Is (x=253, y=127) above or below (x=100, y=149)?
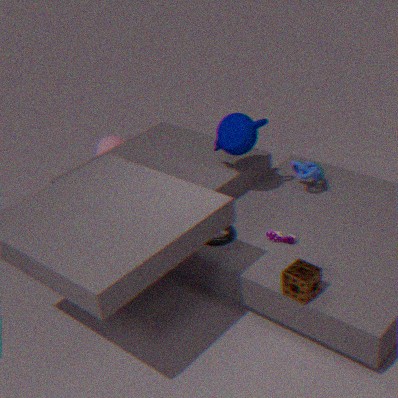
above
